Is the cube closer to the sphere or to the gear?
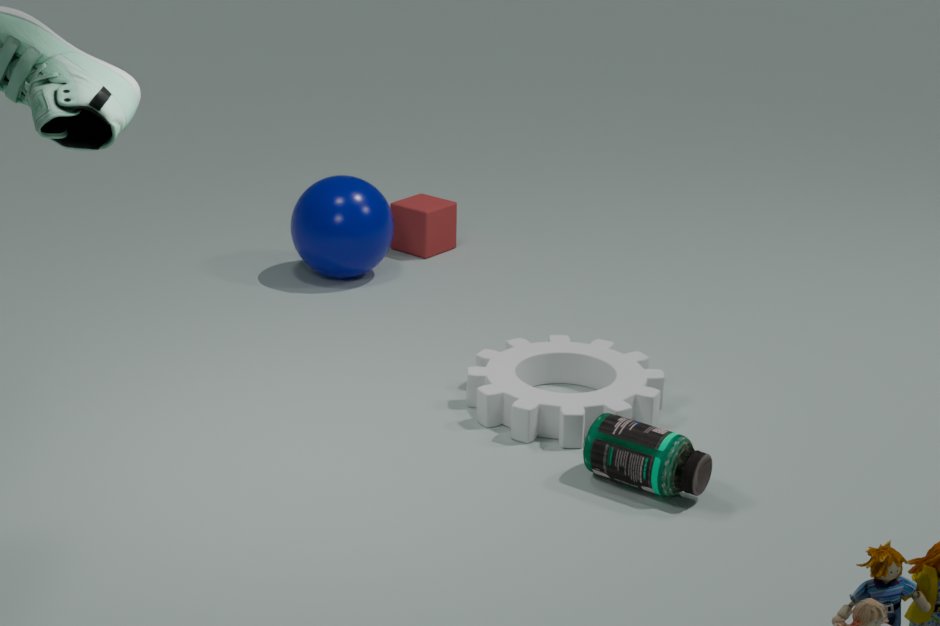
the sphere
